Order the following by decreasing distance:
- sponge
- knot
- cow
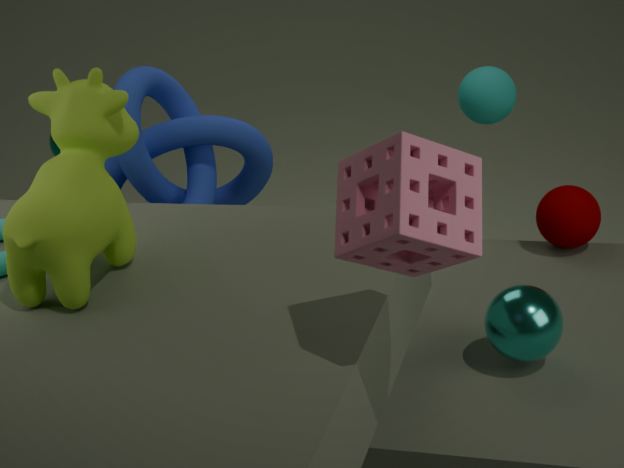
knot → cow → sponge
